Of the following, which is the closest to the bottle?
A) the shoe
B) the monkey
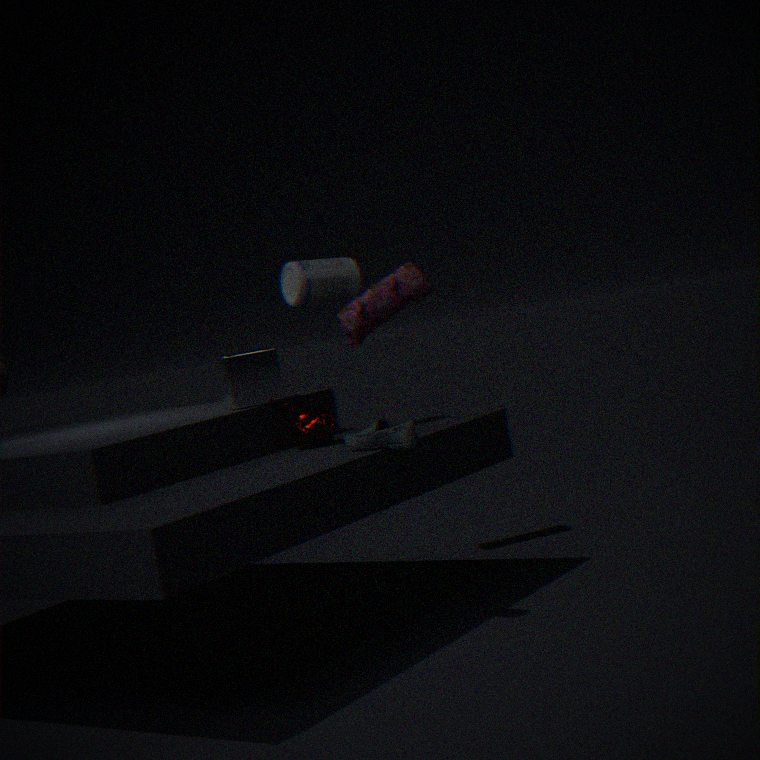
the monkey
